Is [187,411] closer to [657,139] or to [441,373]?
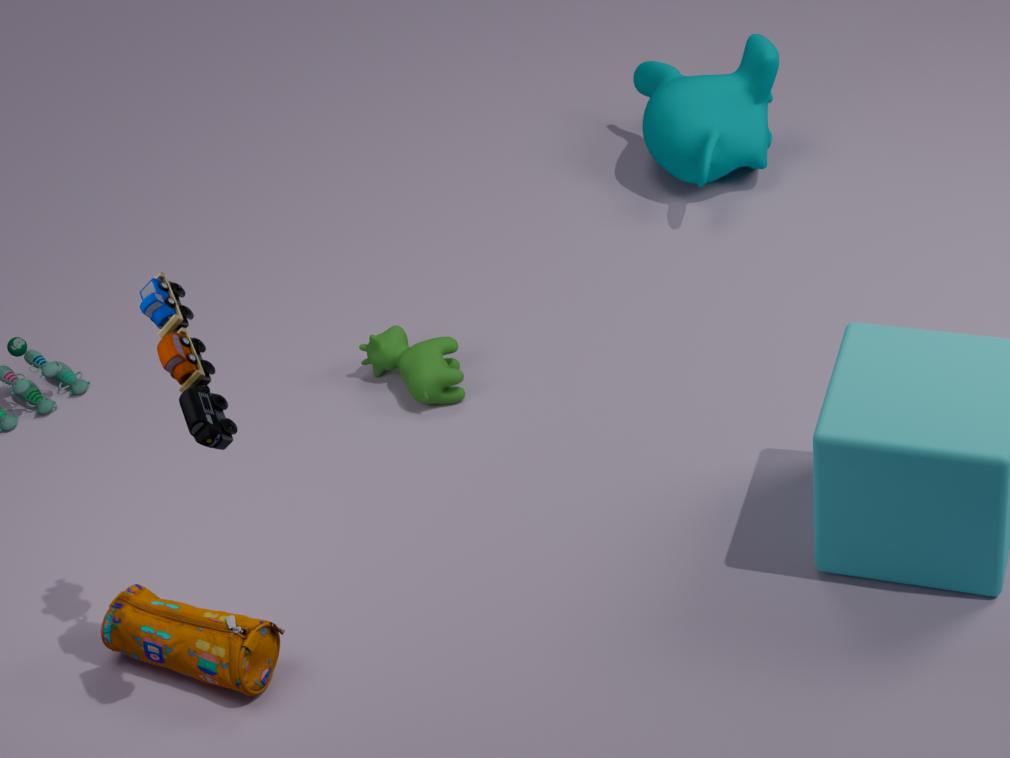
[441,373]
